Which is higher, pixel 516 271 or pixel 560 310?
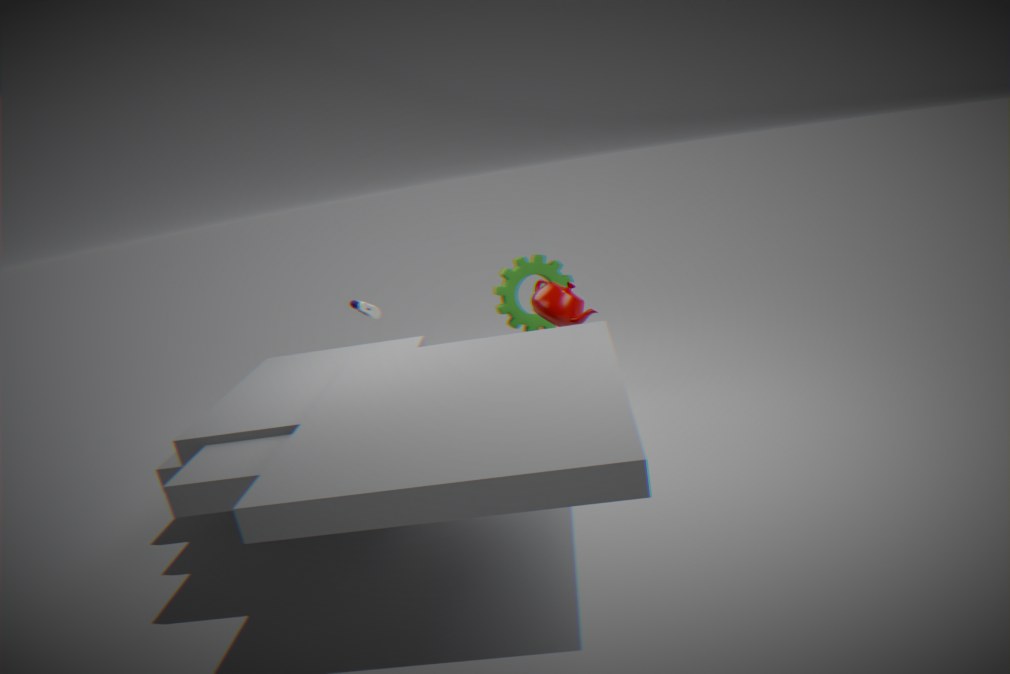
pixel 560 310
